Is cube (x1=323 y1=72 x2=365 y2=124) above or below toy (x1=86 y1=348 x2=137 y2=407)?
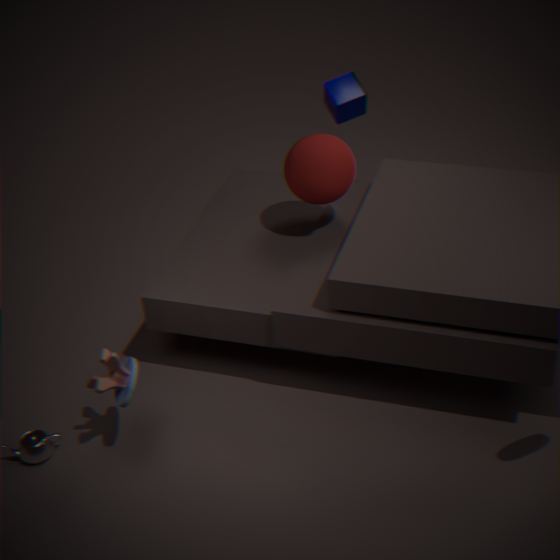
above
